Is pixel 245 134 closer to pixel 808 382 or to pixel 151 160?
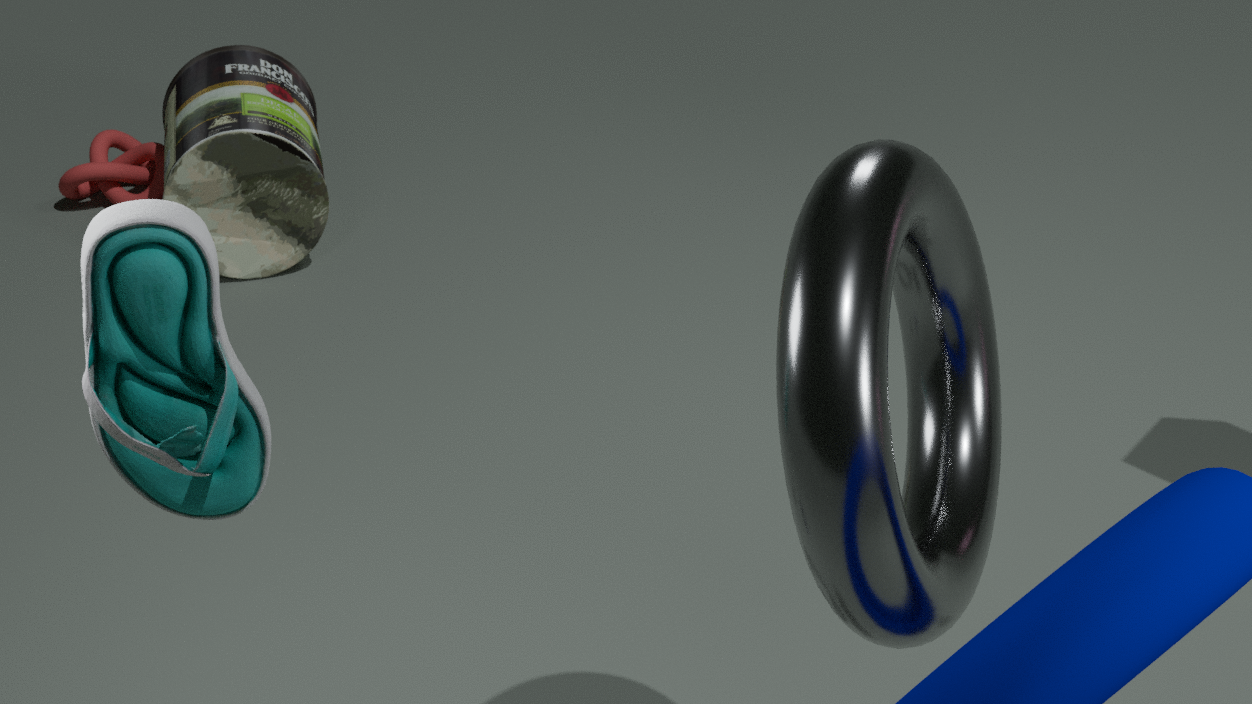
pixel 151 160
